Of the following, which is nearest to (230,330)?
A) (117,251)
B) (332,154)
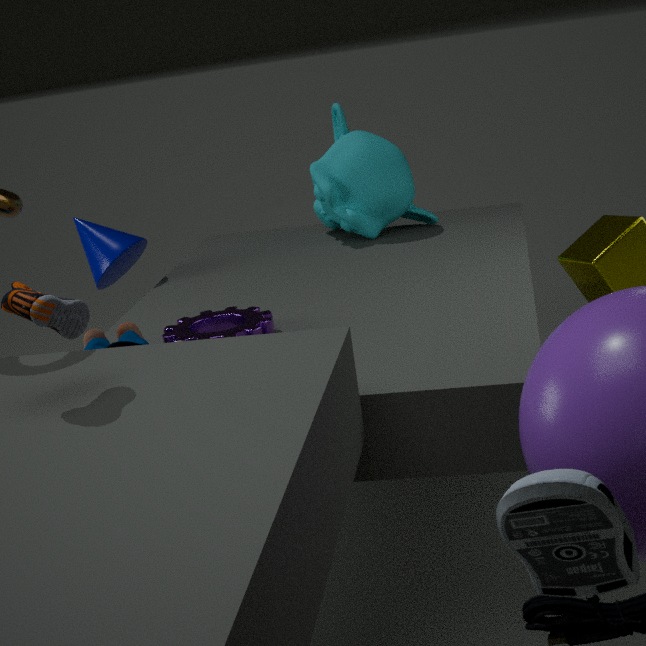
(117,251)
